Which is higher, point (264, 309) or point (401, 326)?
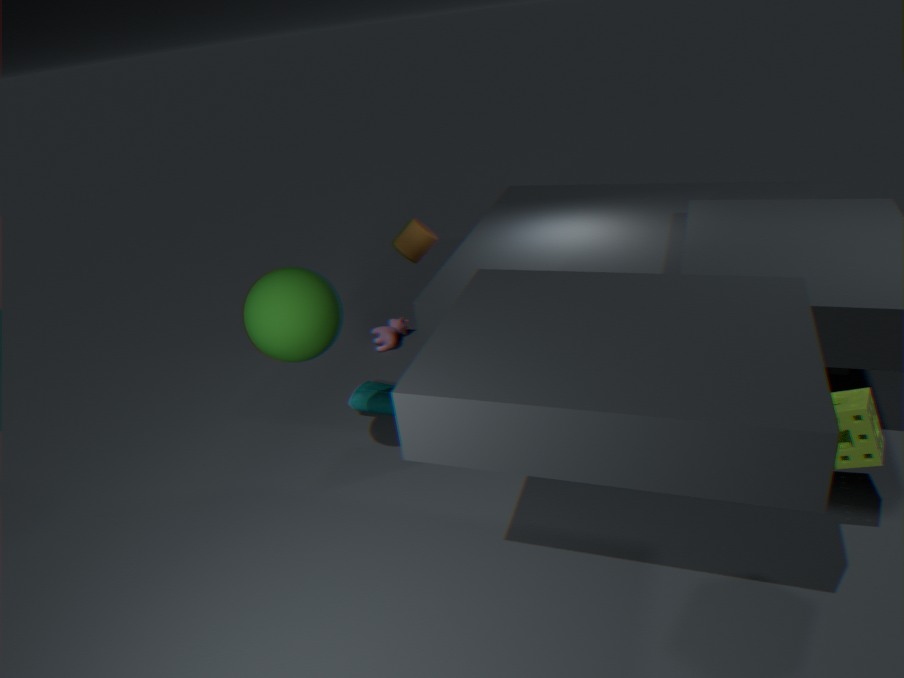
point (264, 309)
